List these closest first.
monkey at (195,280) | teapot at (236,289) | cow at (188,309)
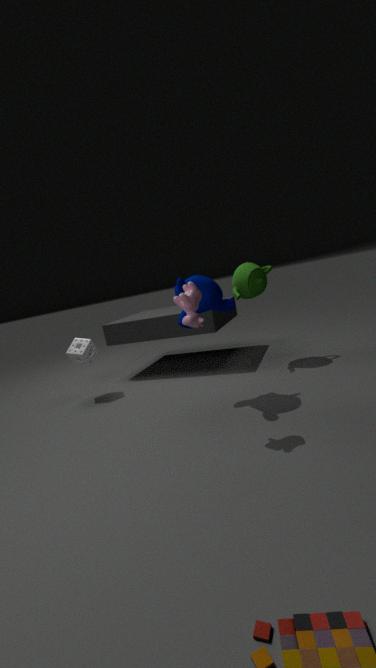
1. cow at (188,309)
2. monkey at (195,280)
3. teapot at (236,289)
